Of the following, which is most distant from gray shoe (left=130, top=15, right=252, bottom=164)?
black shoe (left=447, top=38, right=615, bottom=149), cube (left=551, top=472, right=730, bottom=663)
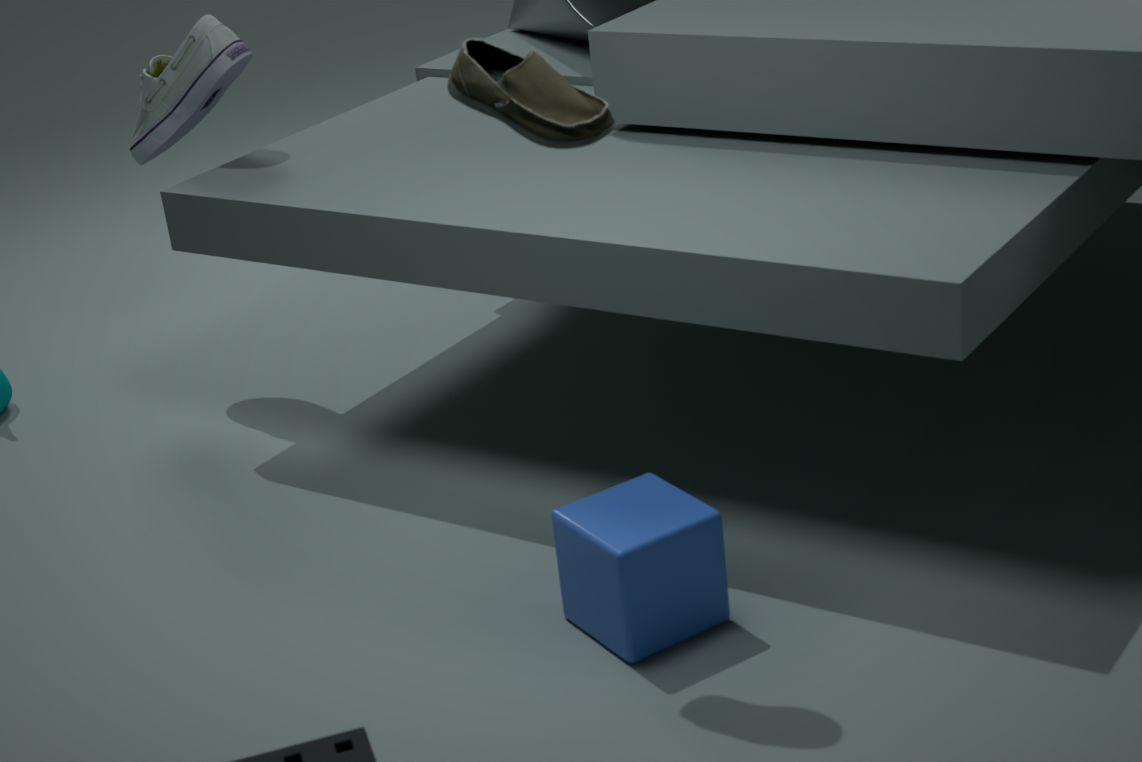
cube (left=551, top=472, right=730, bottom=663)
